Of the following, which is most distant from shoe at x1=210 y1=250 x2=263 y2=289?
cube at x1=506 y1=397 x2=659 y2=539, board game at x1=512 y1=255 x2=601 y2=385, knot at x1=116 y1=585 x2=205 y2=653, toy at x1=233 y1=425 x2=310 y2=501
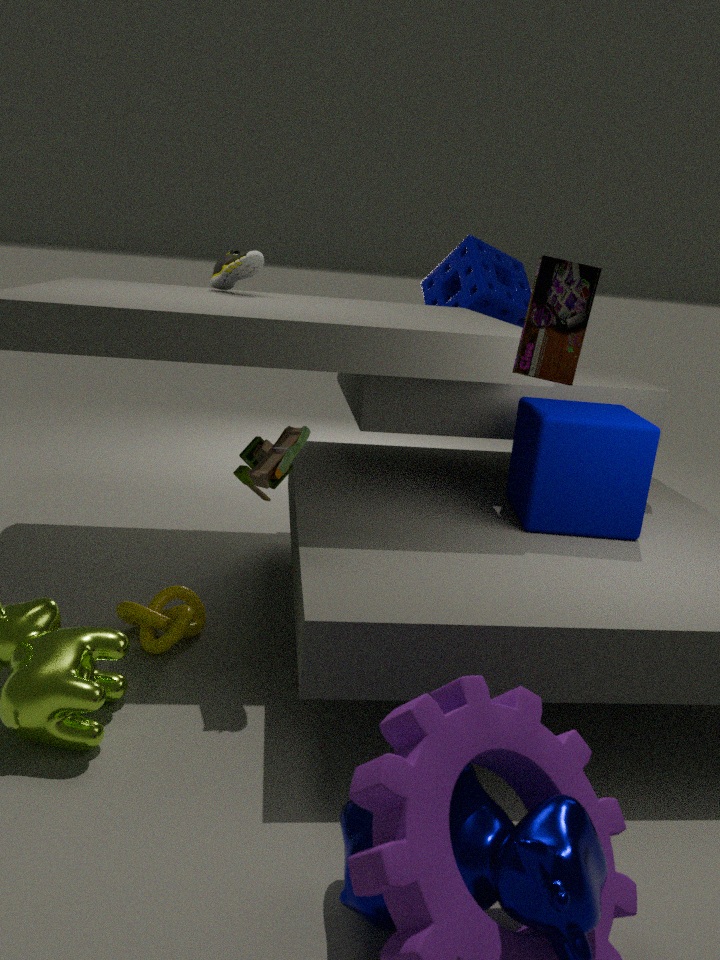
board game at x1=512 y1=255 x2=601 y2=385
